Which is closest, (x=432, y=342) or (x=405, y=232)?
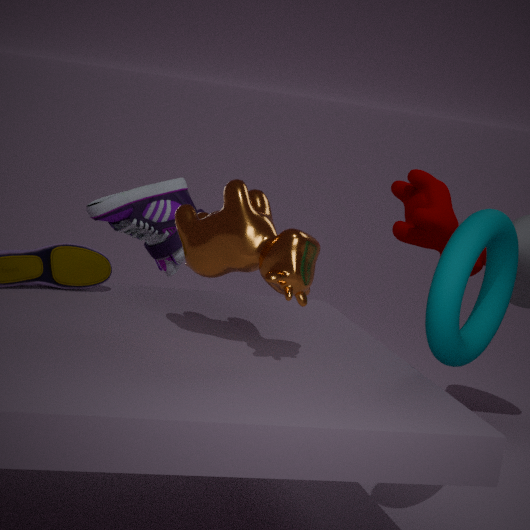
(x=432, y=342)
